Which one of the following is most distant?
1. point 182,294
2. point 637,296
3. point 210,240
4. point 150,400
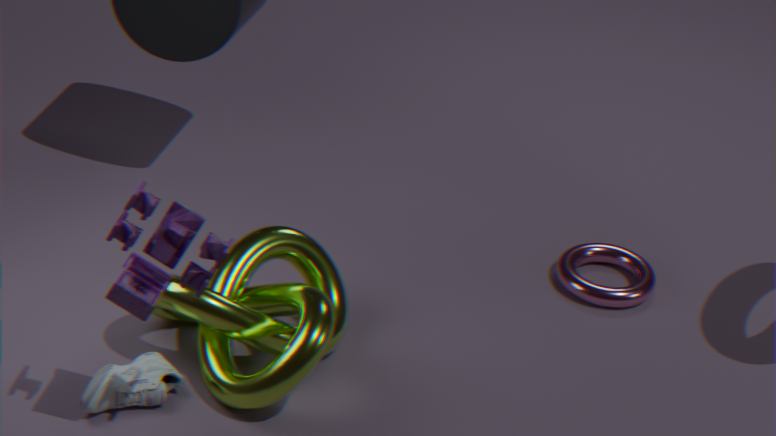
point 637,296
